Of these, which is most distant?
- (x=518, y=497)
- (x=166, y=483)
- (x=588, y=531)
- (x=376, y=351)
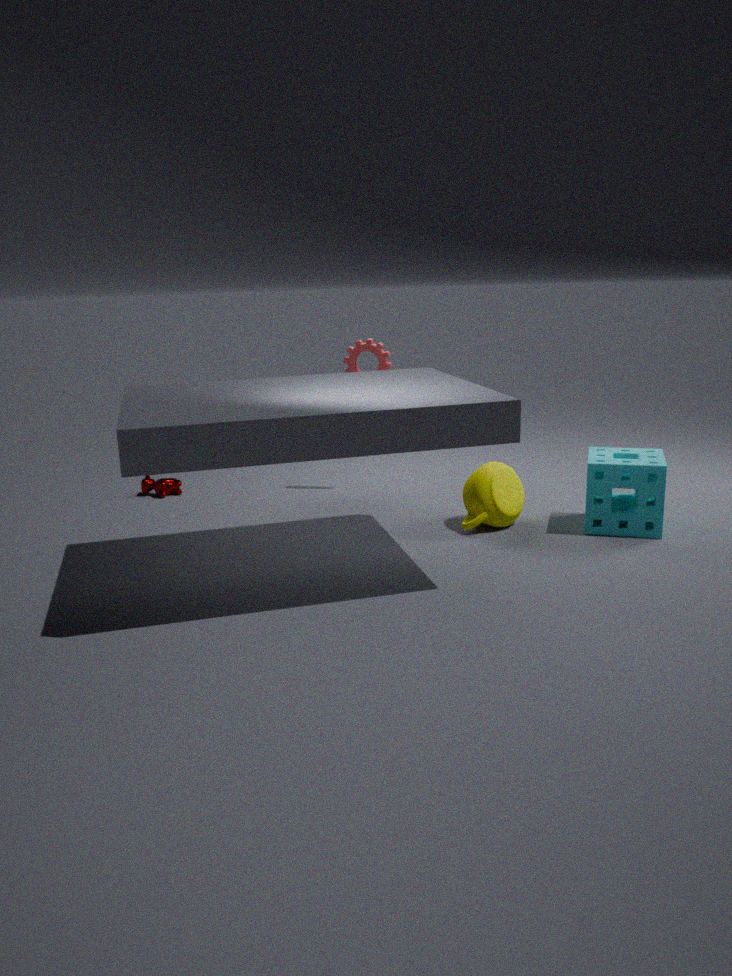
(x=166, y=483)
